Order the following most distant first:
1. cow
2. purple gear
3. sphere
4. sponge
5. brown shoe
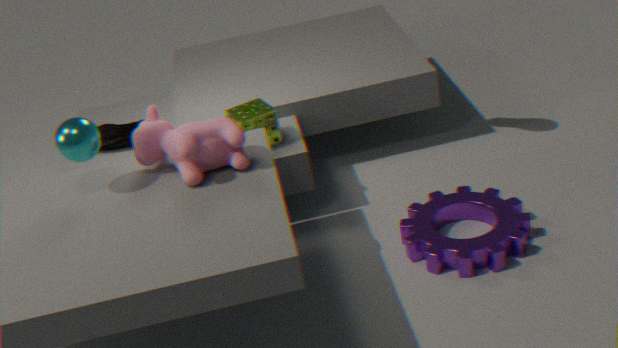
brown shoe, sponge, purple gear, cow, sphere
